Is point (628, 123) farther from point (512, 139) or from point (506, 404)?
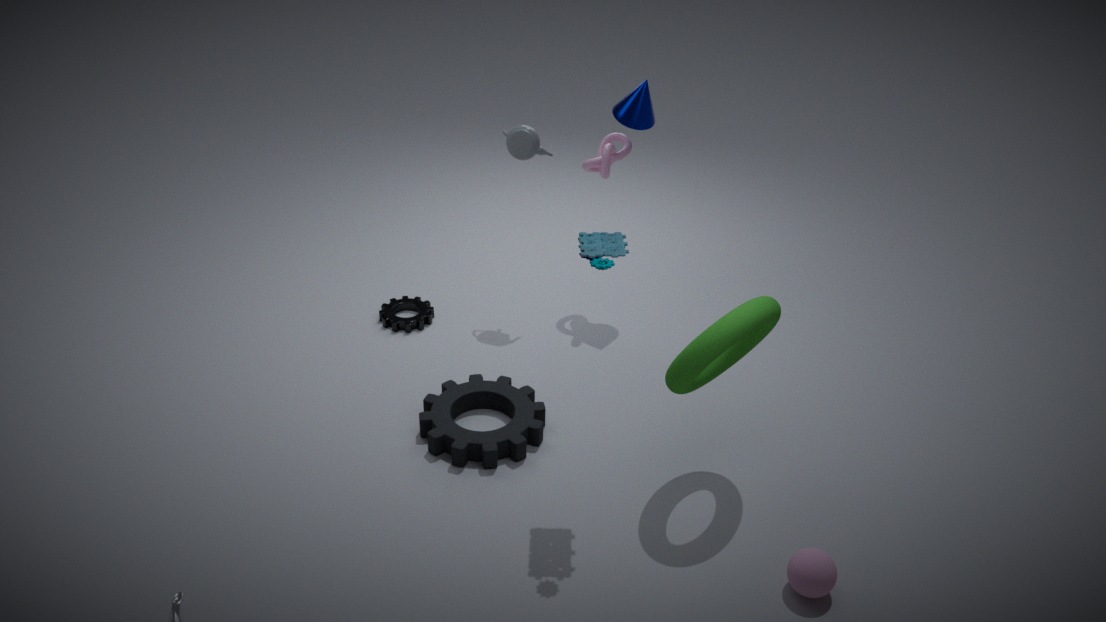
point (506, 404)
